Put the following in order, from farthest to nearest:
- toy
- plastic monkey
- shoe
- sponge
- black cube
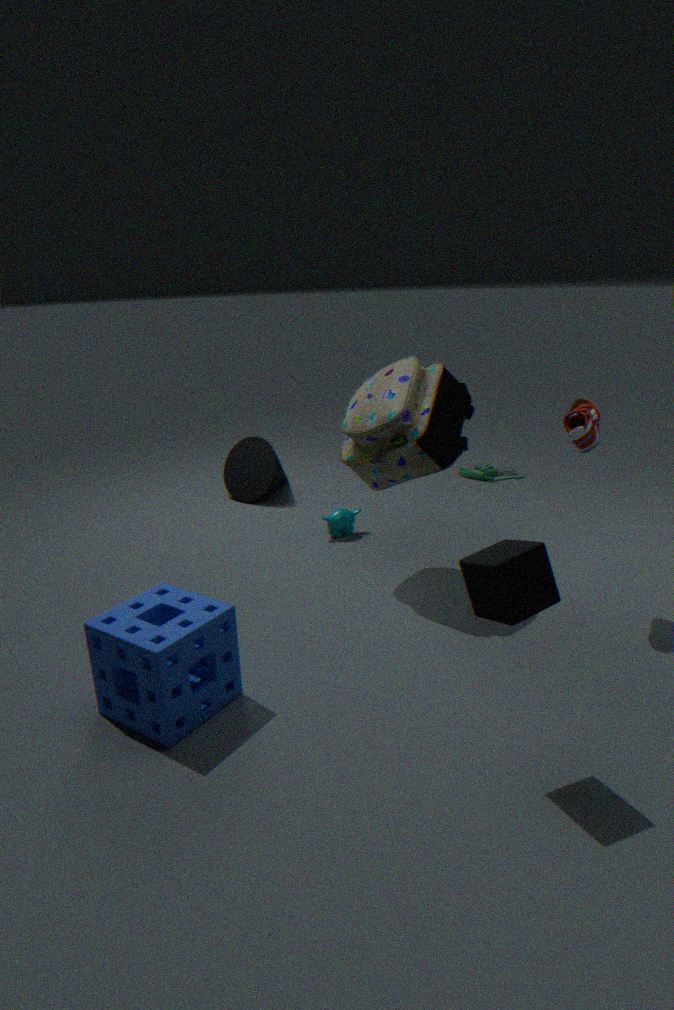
toy, plastic monkey, shoe, sponge, black cube
